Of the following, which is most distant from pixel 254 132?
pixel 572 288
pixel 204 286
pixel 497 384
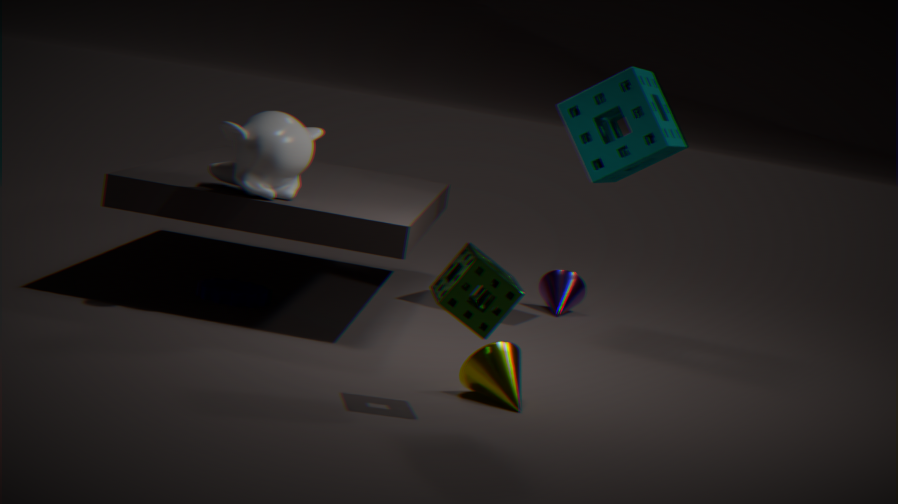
pixel 572 288
